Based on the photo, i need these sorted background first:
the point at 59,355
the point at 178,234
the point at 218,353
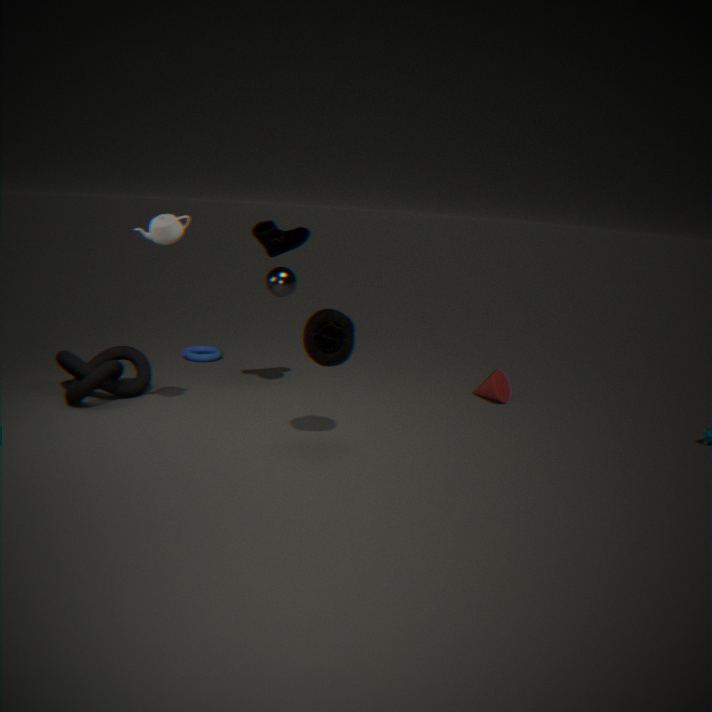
the point at 218,353
the point at 59,355
the point at 178,234
